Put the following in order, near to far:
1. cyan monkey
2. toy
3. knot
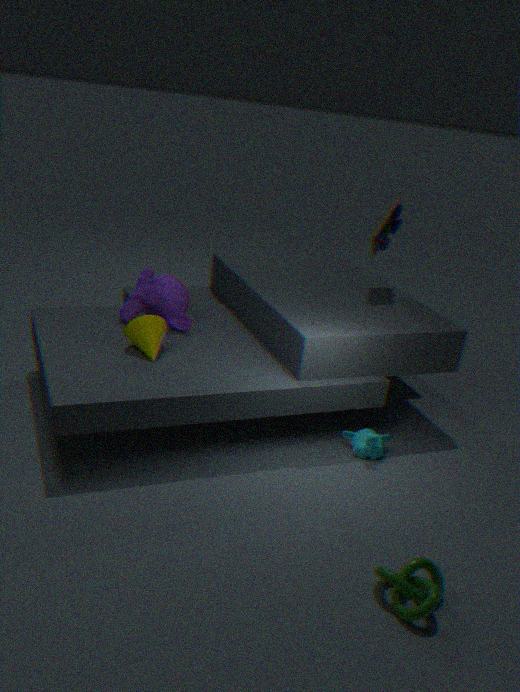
knot
cyan monkey
toy
